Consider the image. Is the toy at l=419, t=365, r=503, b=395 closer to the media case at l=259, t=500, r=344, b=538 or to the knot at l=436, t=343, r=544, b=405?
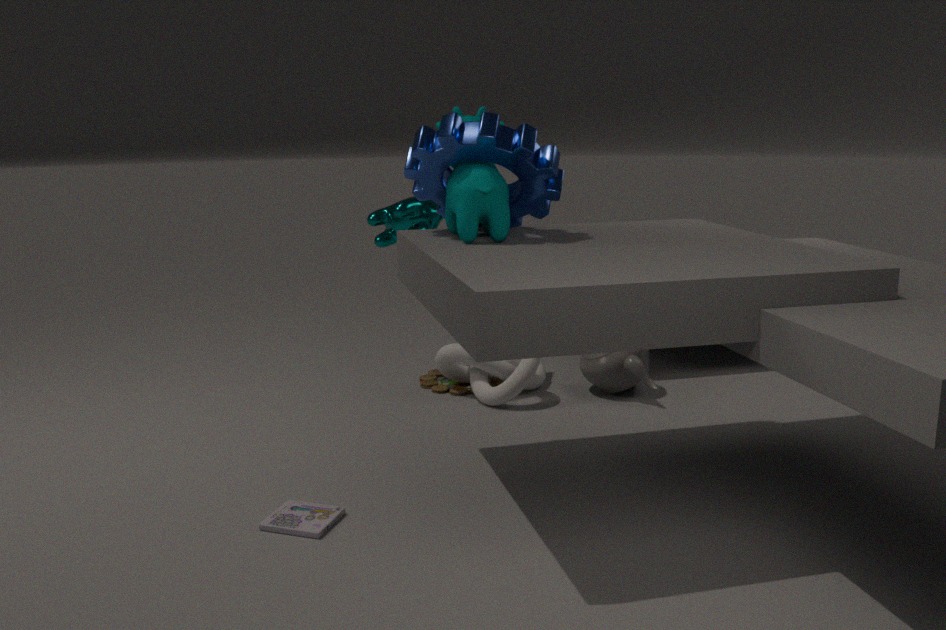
the knot at l=436, t=343, r=544, b=405
